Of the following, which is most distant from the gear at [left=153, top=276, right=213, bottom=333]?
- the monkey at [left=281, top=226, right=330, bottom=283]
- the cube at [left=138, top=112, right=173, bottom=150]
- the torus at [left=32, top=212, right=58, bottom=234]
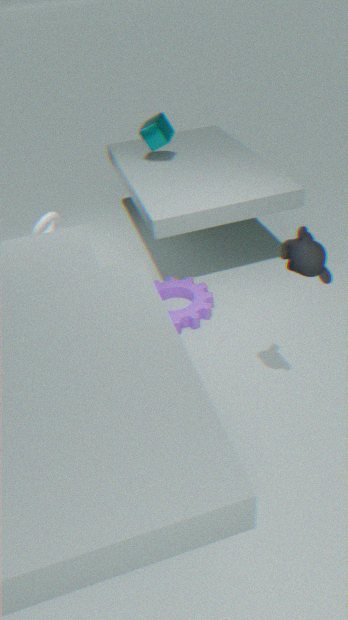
the monkey at [left=281, top=226, right=330, bottom=283]
